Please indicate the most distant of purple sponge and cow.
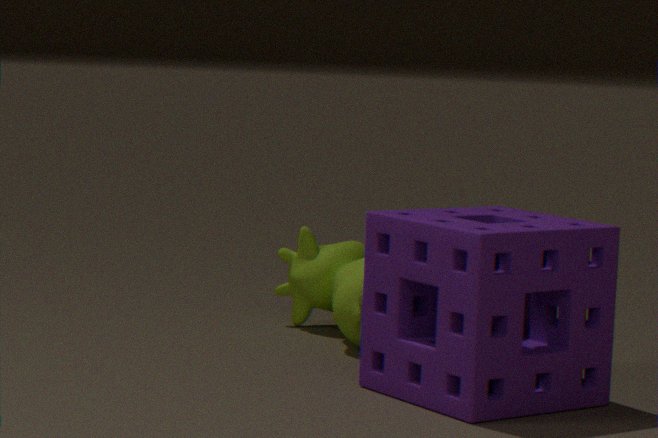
cow
